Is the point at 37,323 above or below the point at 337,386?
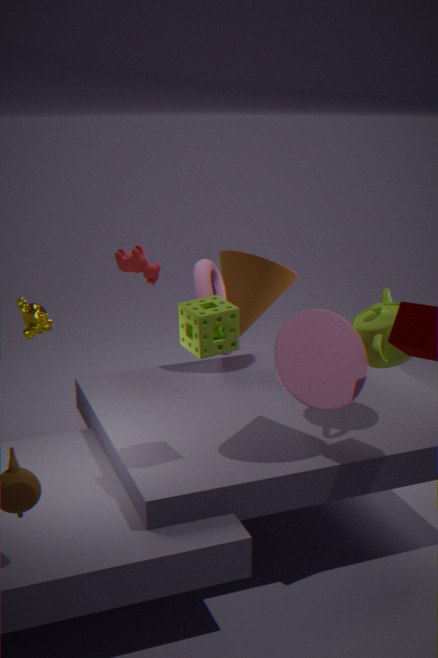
below
